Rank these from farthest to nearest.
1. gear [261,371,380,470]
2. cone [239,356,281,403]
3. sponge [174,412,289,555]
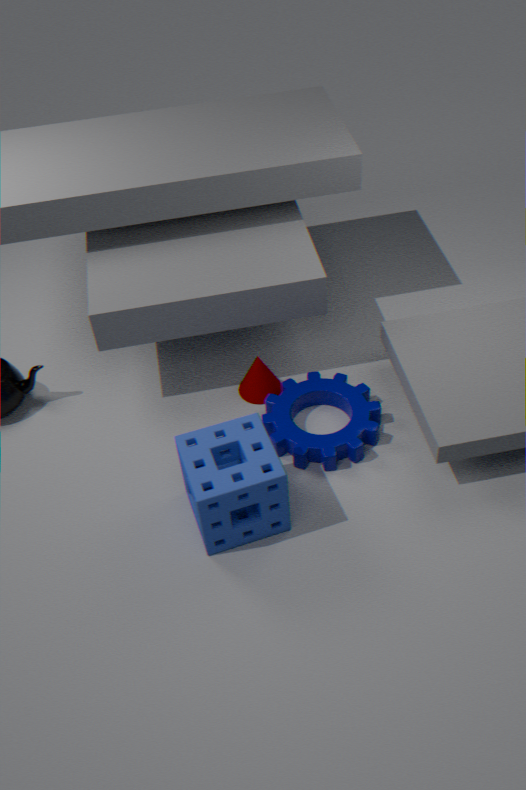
cone [239,356,281,403] → gear [261,371,380,470] → sponge [174,412,289,555]
